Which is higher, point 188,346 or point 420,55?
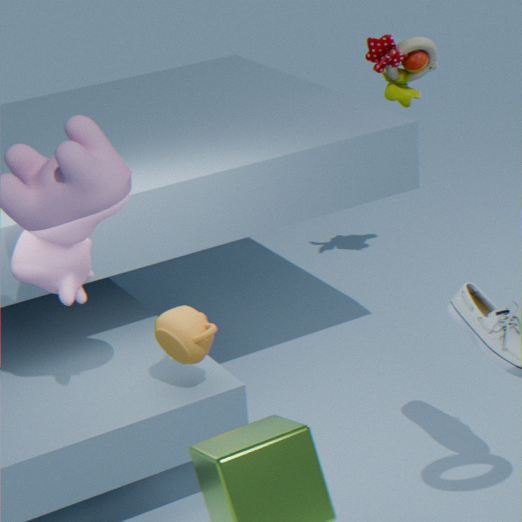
point 420,55
